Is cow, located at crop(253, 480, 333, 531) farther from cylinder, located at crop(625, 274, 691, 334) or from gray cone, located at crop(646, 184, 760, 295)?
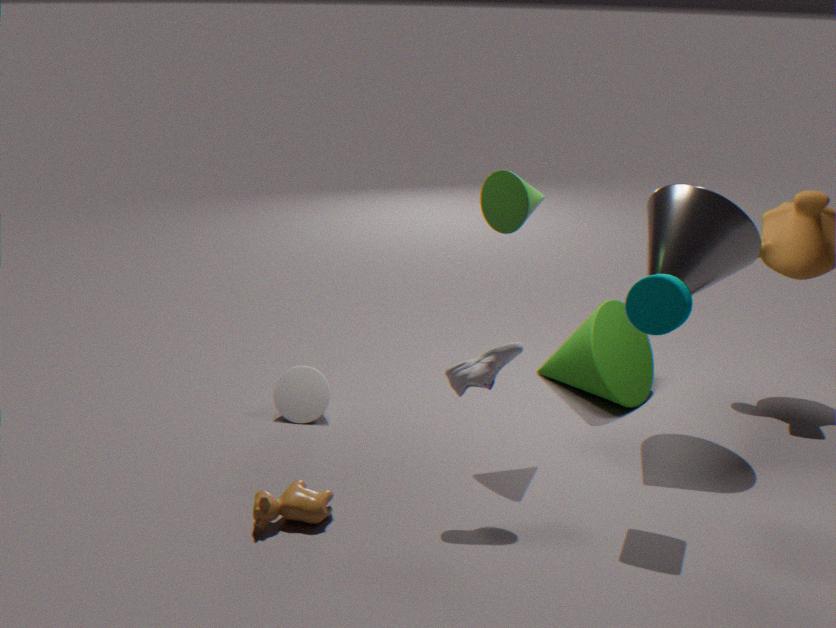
gray cone, located at crop(646, 184, 760, 295)
